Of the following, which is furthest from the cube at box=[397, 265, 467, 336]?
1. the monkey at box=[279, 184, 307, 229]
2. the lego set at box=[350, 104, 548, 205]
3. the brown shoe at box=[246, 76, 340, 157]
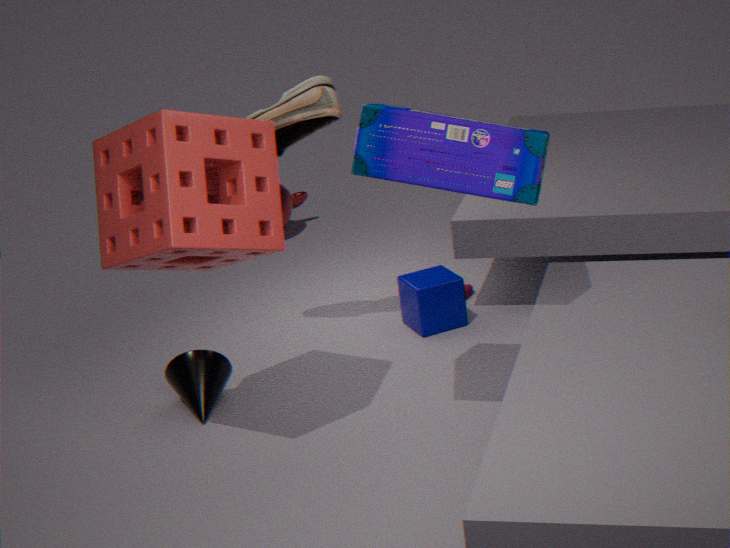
the monkey at box=[279, 184, 307, 229]
